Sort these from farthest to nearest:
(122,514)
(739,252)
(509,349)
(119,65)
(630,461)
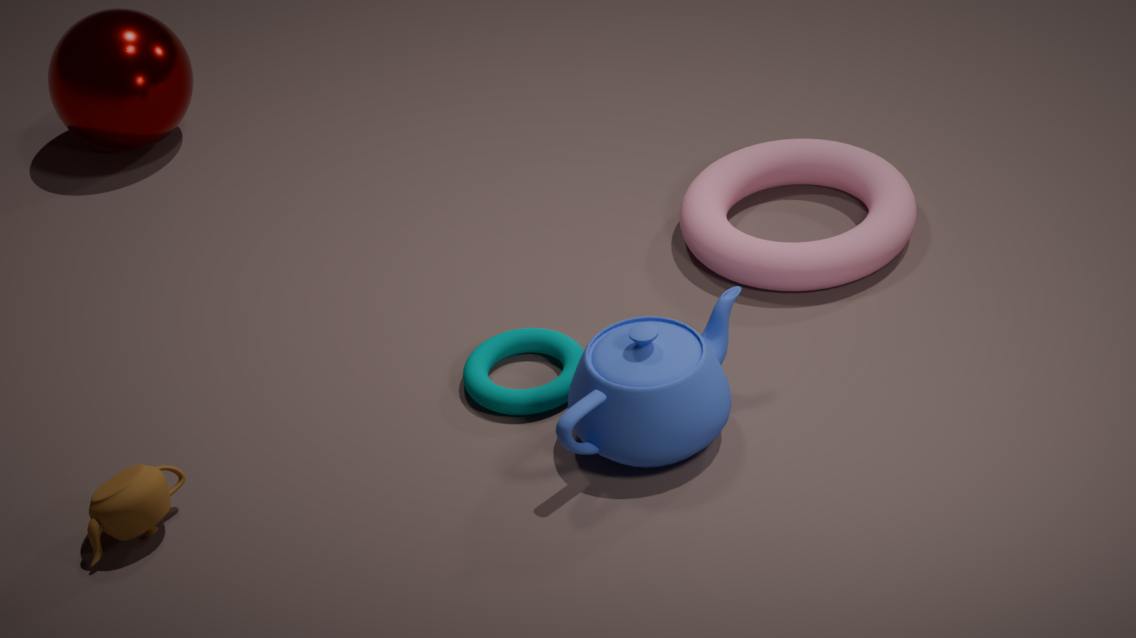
(119,65) → (739,252) → (509,349) → (630,461) → (122,514)
